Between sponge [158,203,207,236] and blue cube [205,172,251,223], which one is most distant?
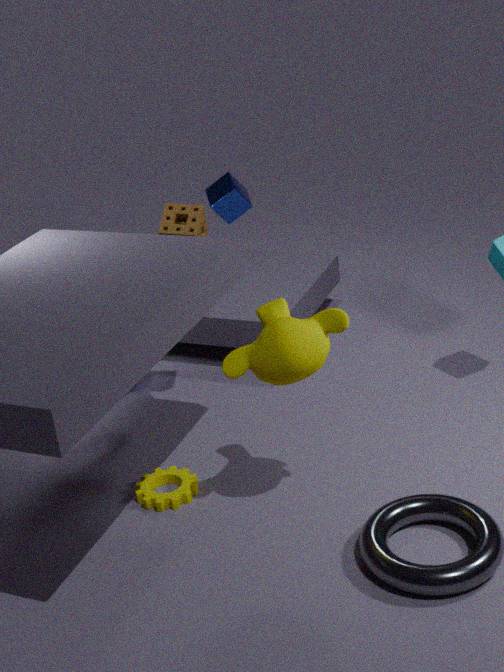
blue cube [205,172,251,223]
